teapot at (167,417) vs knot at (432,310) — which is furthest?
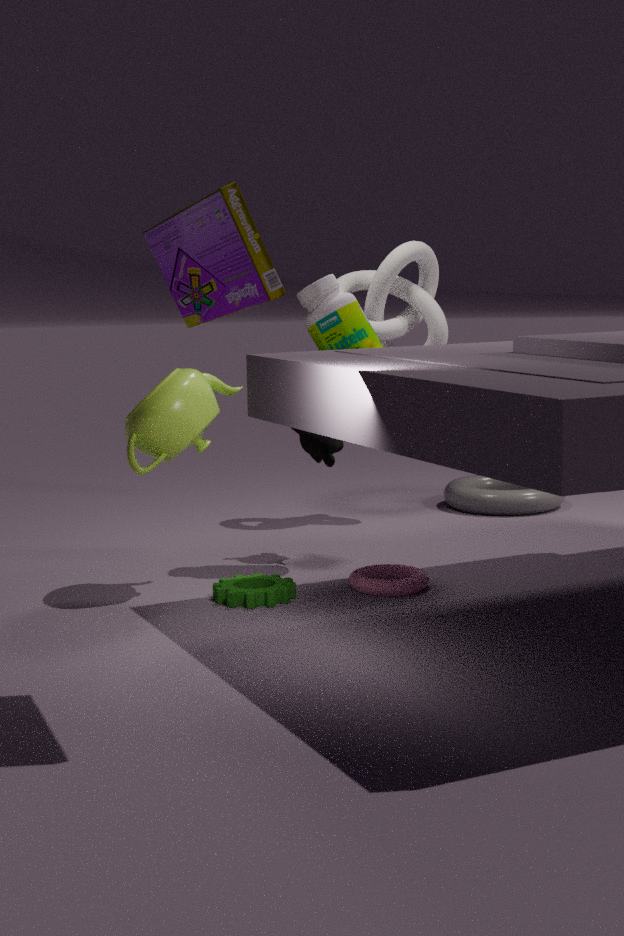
knot at (432,310)
